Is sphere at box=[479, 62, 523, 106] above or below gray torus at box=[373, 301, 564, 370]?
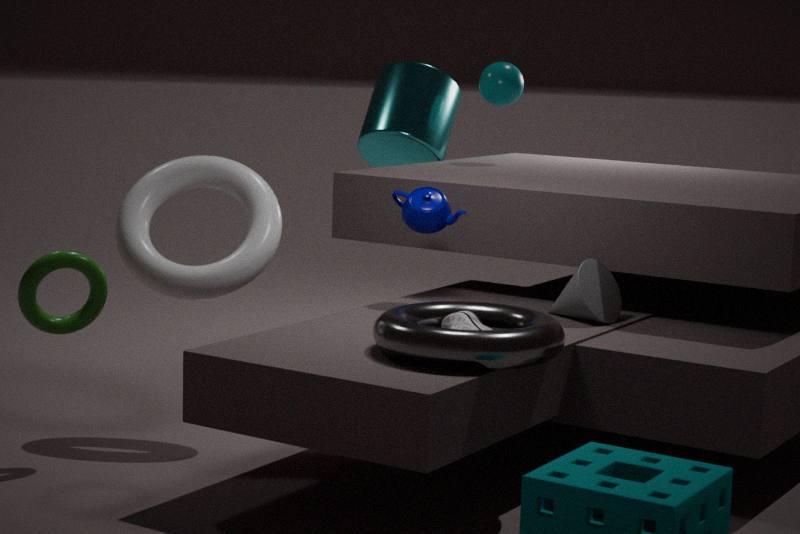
above
